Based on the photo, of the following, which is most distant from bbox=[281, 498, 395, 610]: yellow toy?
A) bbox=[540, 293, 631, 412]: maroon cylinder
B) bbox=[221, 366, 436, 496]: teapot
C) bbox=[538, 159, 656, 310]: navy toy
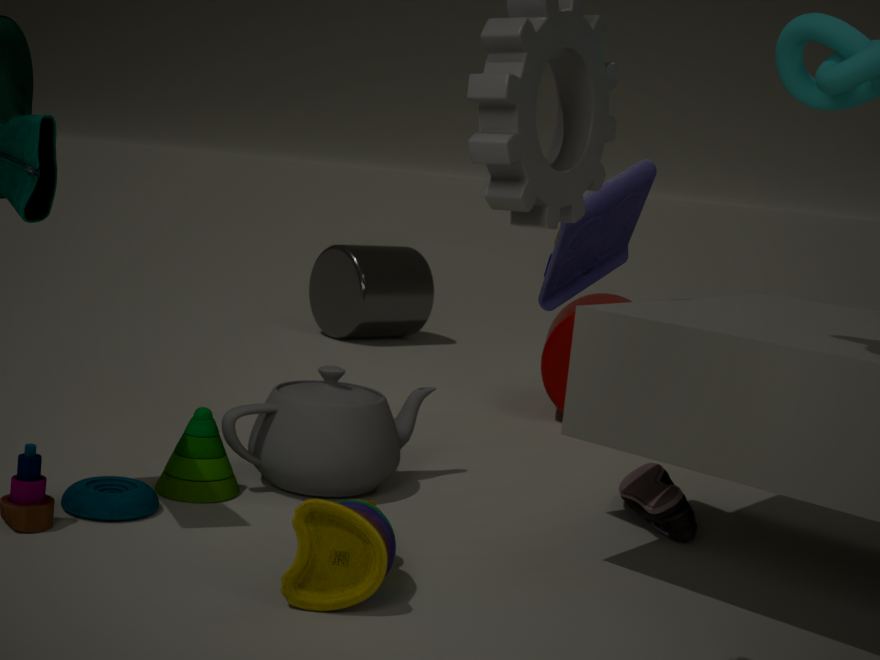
bbox=[540, 293, 631, 412]: maroon cylinder
